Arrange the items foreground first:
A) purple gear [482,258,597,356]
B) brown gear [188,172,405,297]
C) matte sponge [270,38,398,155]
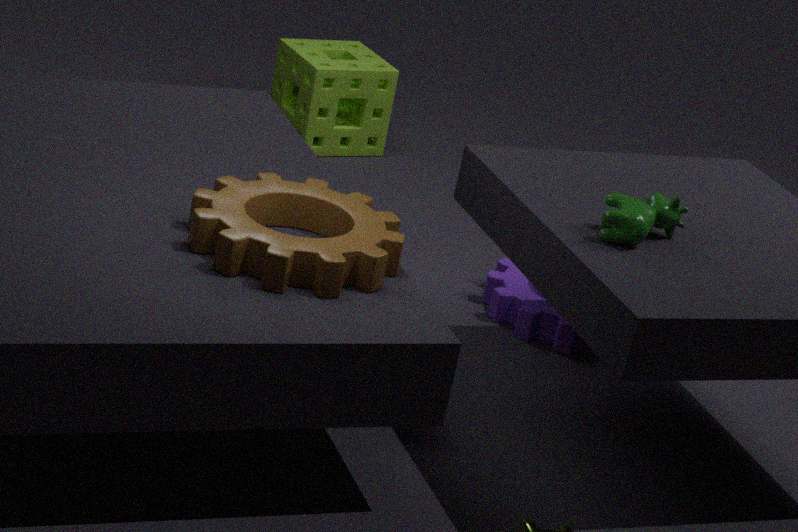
brown gear [188,172,405,297] < purple gear [482,258,597,356] < matte sponge [270,38,398,155]
